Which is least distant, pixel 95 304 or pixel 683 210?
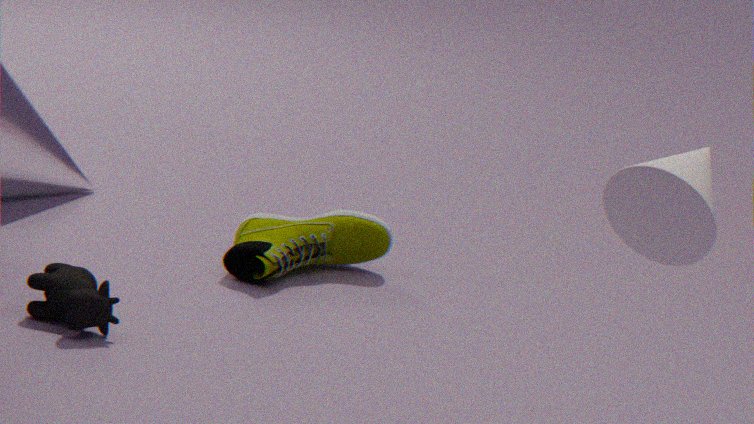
pixel 683 210
